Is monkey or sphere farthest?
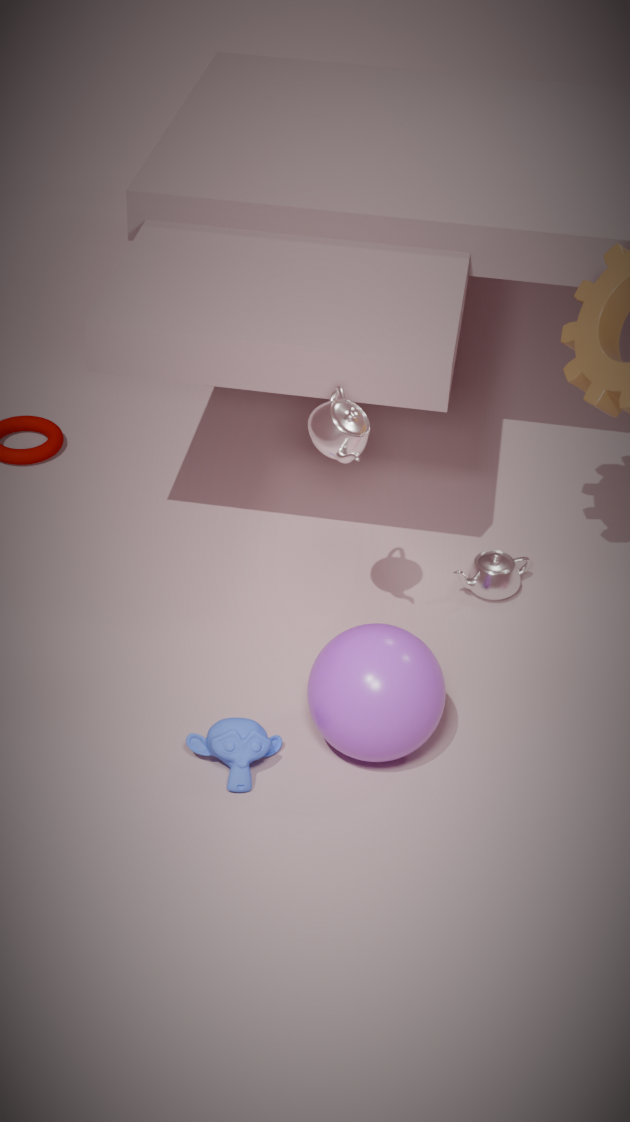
monkey
